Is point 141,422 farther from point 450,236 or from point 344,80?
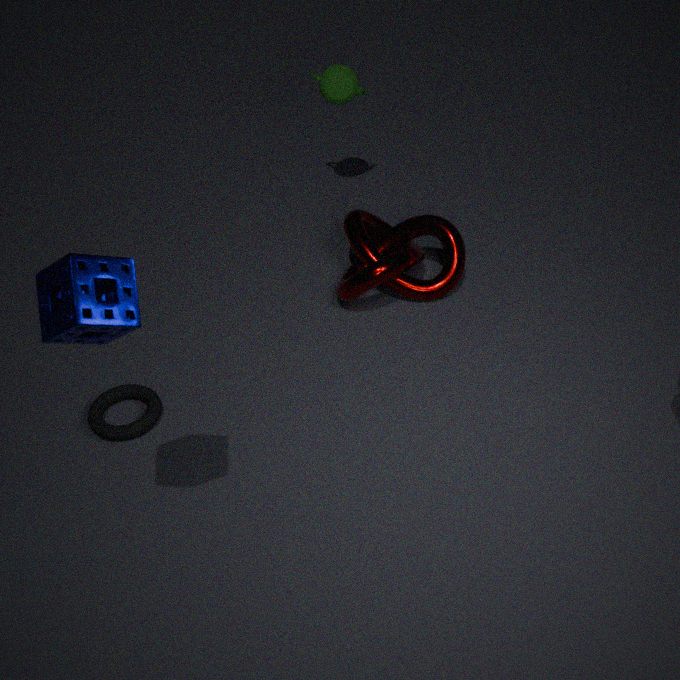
point 344,80
